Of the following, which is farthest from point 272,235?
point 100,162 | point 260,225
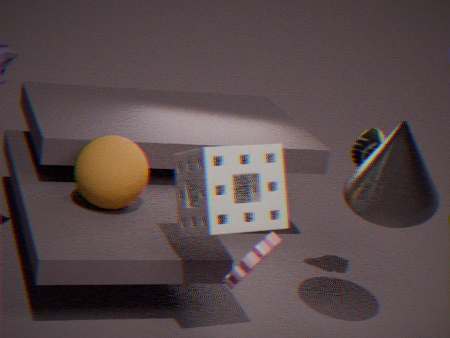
point 100,162
